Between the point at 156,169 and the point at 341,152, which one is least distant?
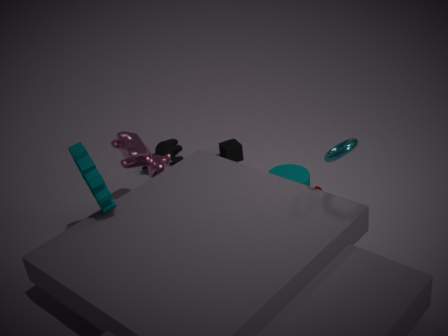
the point at 341,152
